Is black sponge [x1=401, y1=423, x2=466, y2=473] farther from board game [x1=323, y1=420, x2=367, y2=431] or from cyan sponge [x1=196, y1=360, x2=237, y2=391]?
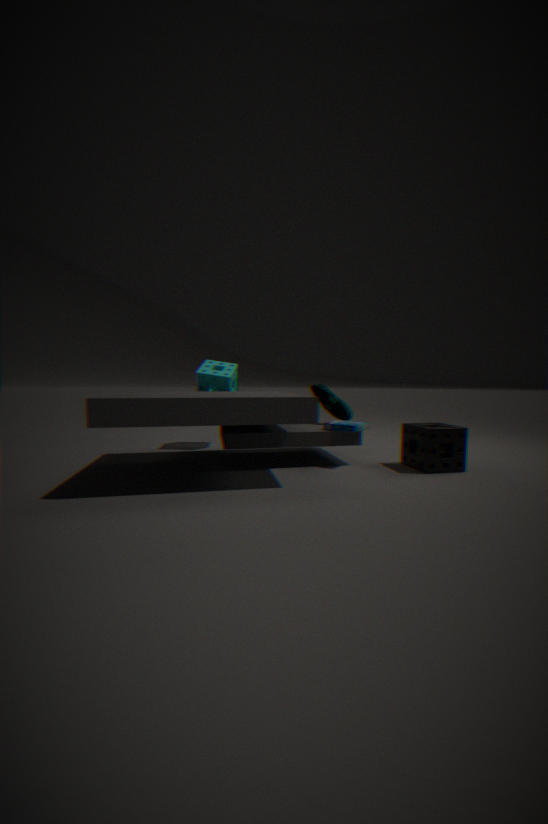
cyan sponge [x1=196, y1=360, x2=237, y2=391]
